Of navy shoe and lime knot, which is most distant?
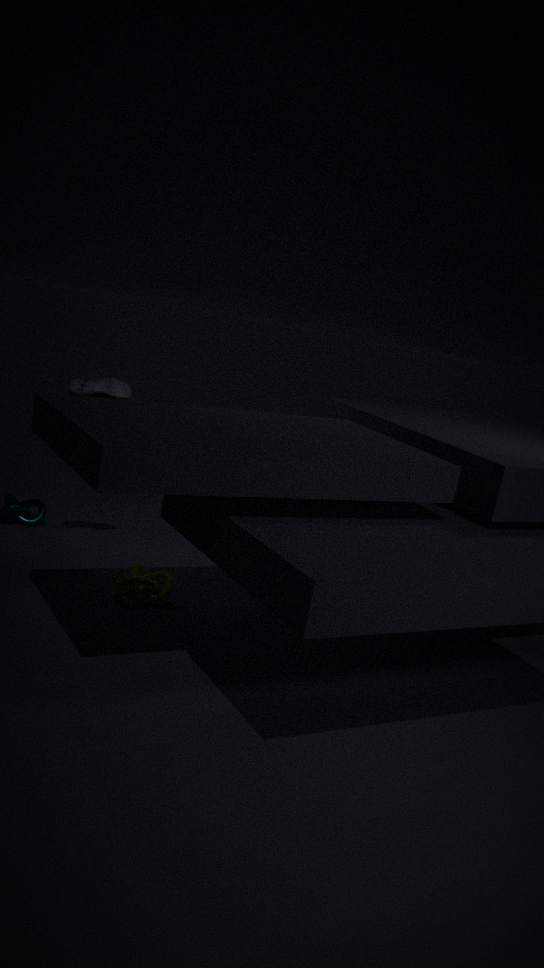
navy shoe
